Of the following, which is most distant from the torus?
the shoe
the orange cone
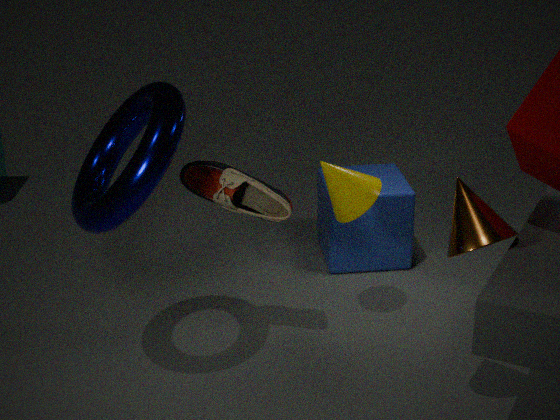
the orange cone
